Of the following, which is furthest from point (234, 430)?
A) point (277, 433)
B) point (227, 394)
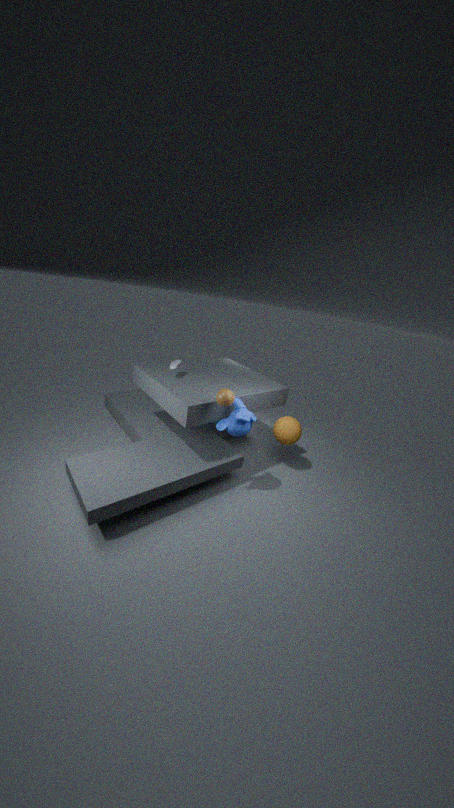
point (277, 433)
